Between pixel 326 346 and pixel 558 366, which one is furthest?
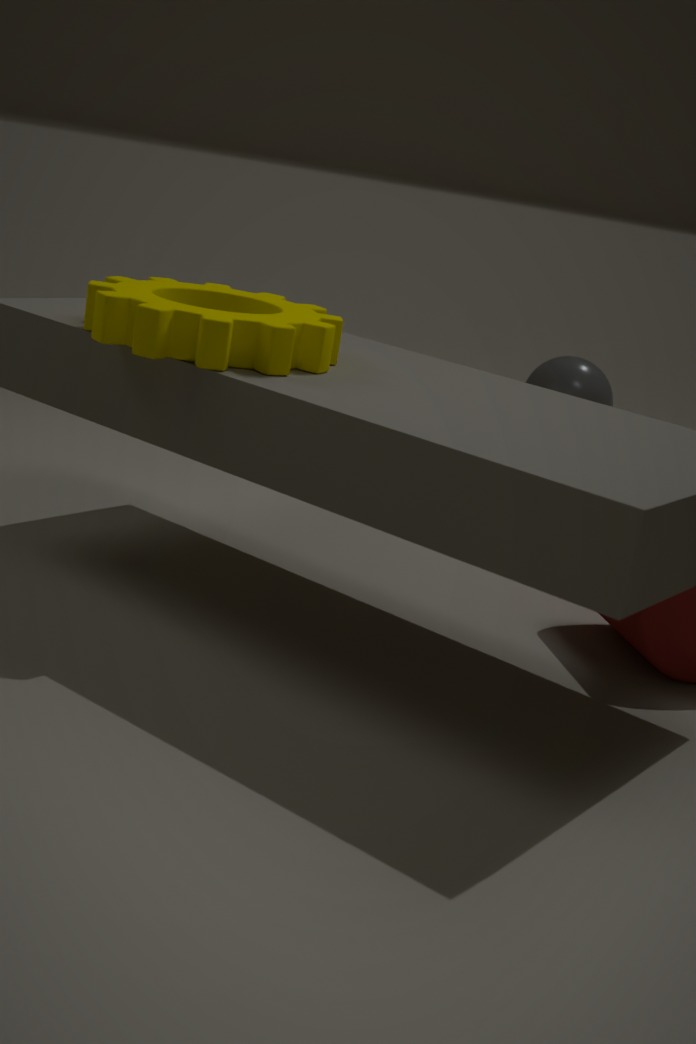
pixel 558 366
